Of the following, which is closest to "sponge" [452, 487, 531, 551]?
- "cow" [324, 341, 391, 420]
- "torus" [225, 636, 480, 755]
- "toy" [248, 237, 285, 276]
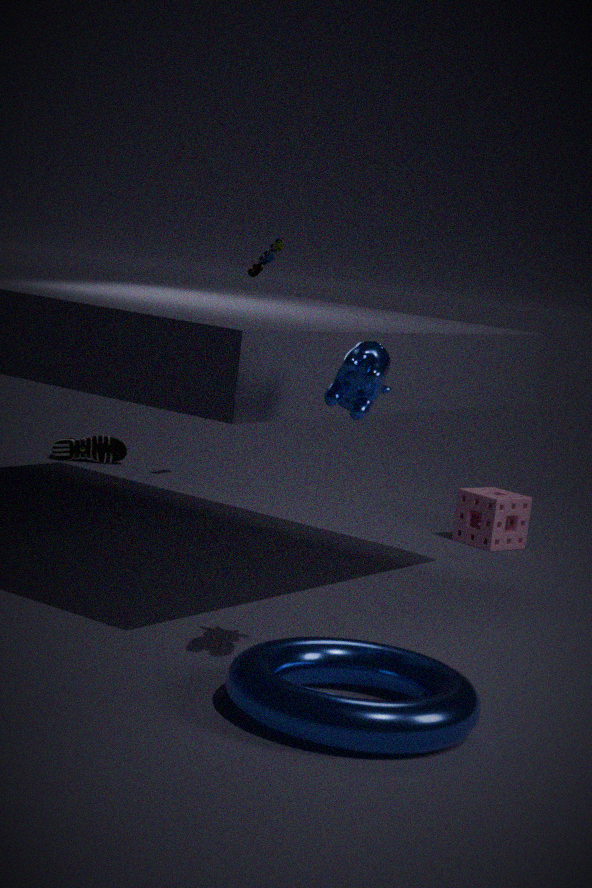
"toy" [248, 237, 285, 276]
